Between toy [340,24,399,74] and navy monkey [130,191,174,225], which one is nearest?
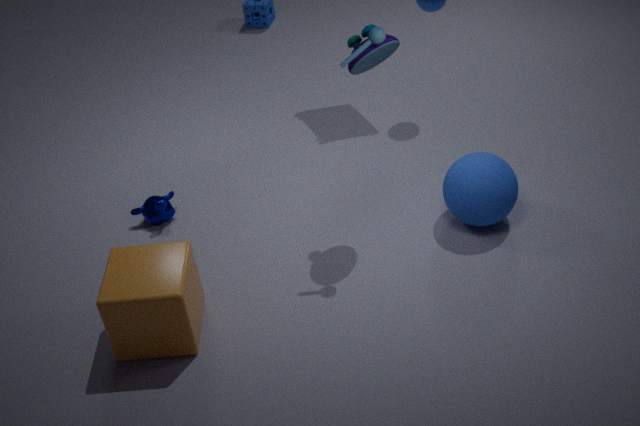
toy [340,24,399,74]
